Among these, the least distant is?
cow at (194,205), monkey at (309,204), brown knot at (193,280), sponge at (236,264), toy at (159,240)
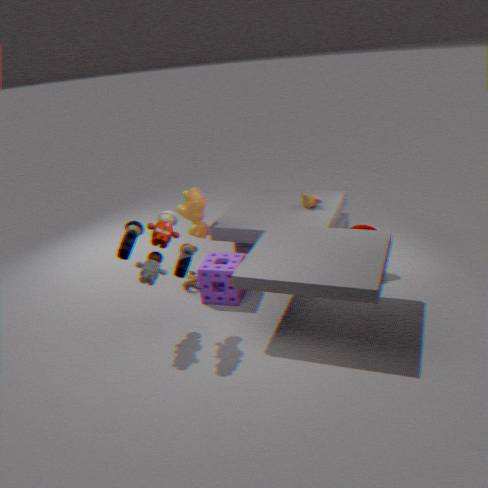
toy at (159,240)
